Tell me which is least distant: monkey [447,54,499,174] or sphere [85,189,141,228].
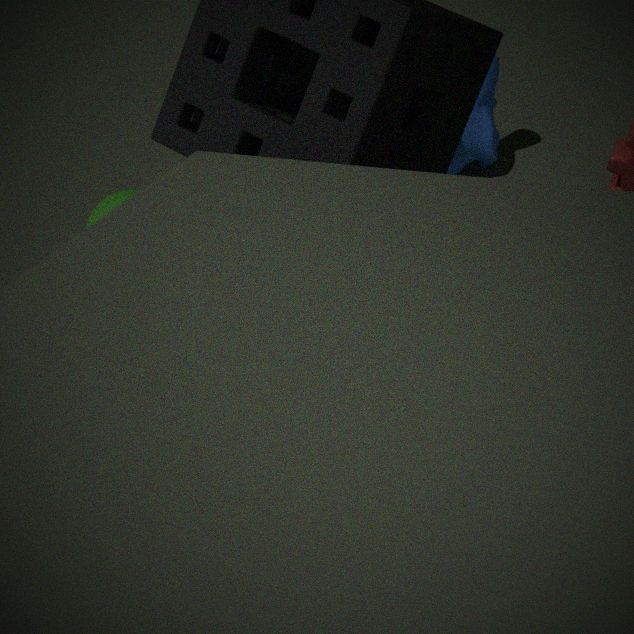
sphere [85,189,141,228]
